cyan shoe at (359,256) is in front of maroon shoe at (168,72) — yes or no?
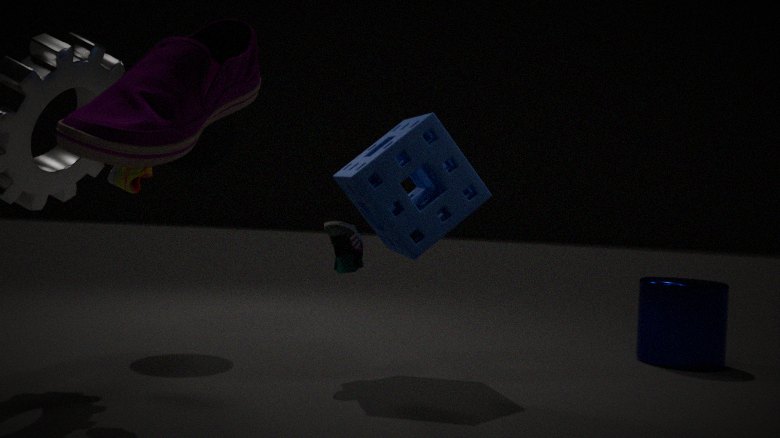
No
